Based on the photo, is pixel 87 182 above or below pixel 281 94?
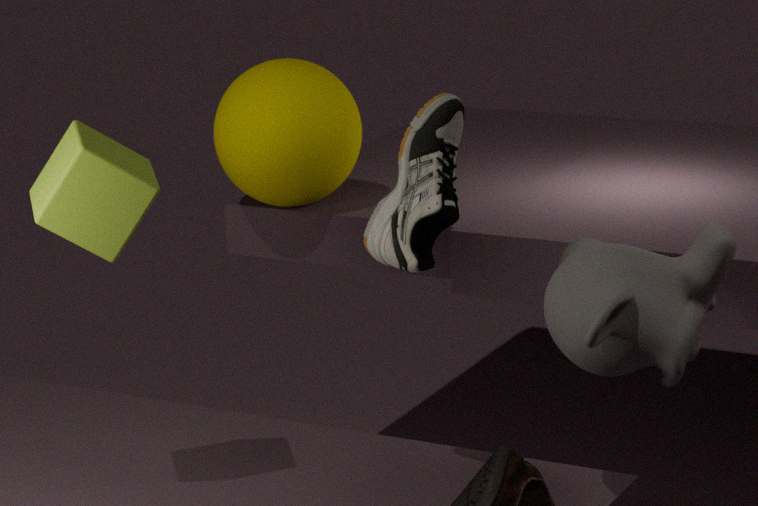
above
